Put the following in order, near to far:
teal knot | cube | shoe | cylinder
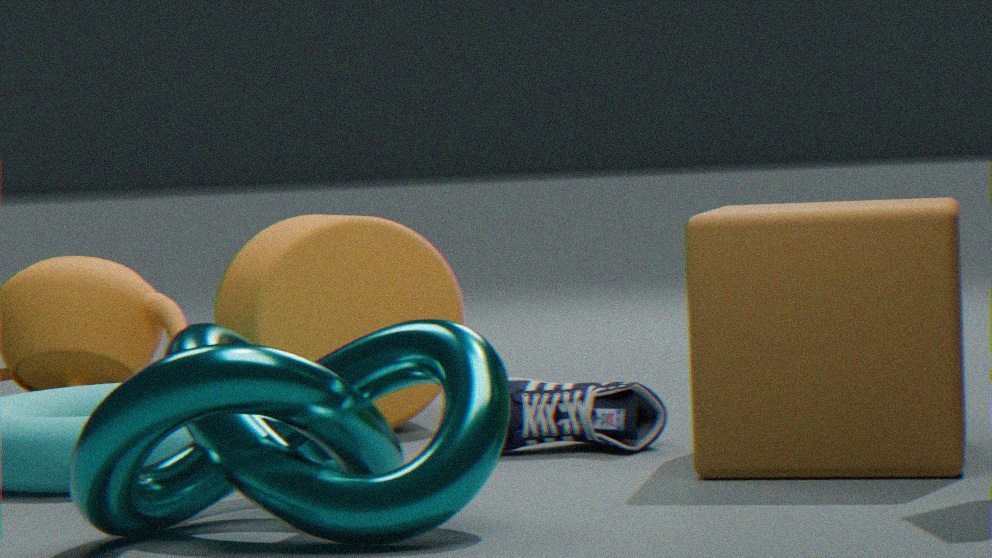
teal knot < cube < shoe < cylinder
